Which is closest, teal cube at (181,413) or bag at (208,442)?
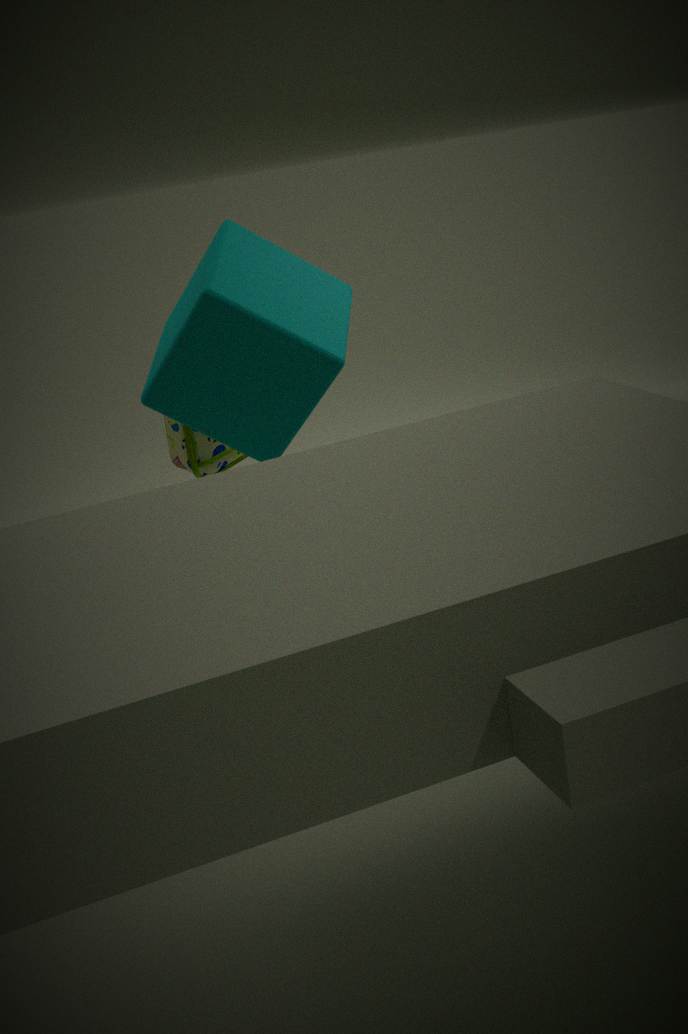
teal cube at (181,413)
